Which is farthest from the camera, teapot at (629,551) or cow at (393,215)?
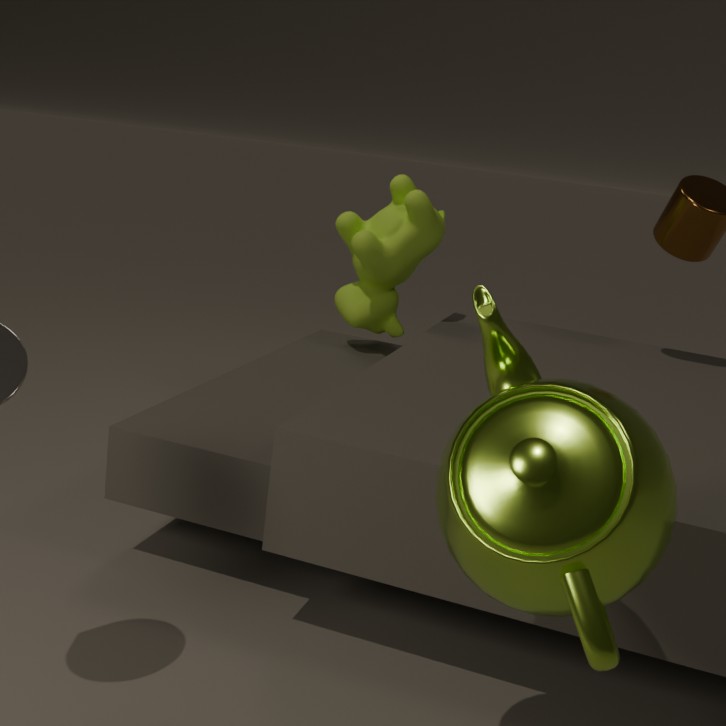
cow at (393,215)
